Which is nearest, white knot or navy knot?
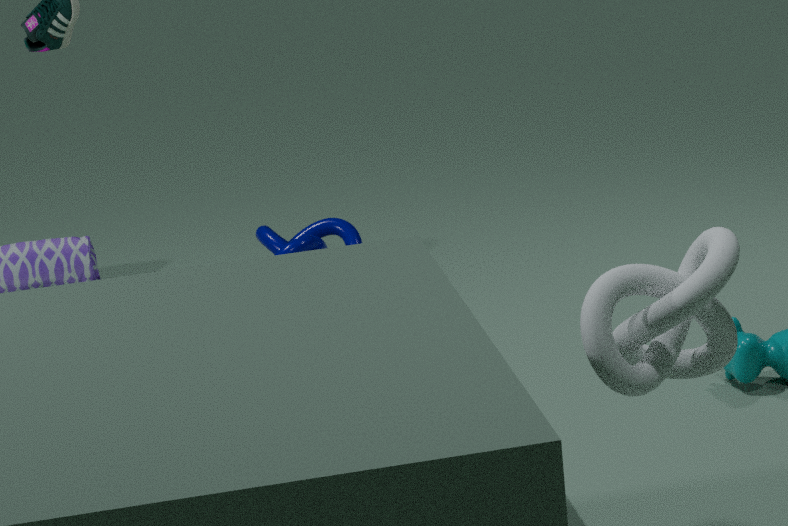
white knot
